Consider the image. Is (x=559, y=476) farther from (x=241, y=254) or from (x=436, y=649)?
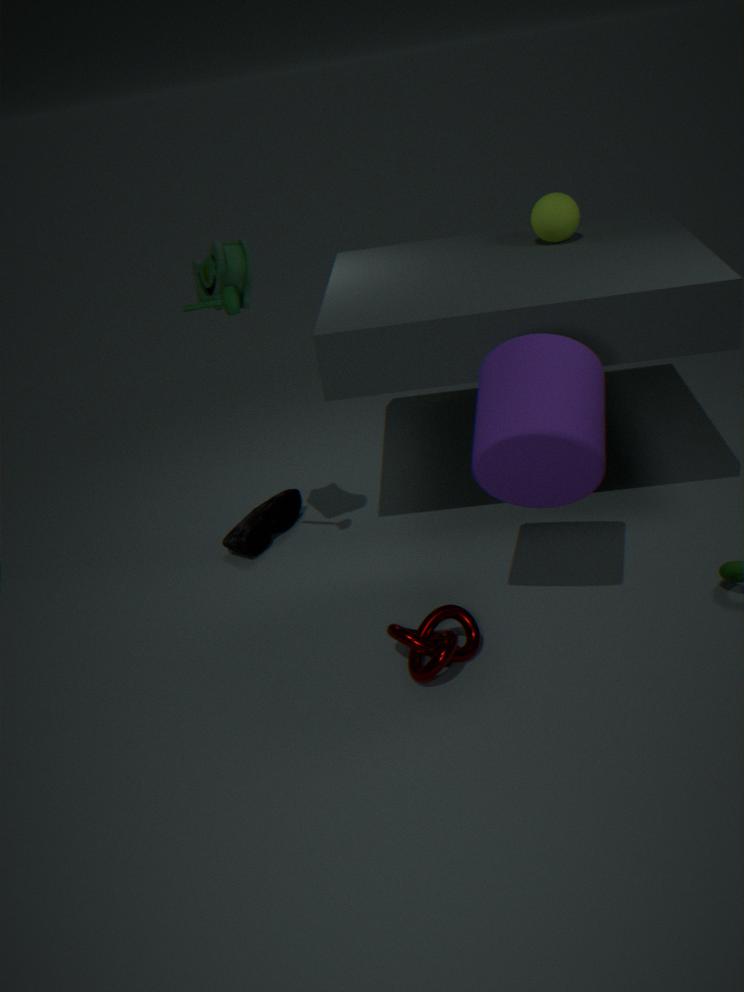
(x=241, y=254)
